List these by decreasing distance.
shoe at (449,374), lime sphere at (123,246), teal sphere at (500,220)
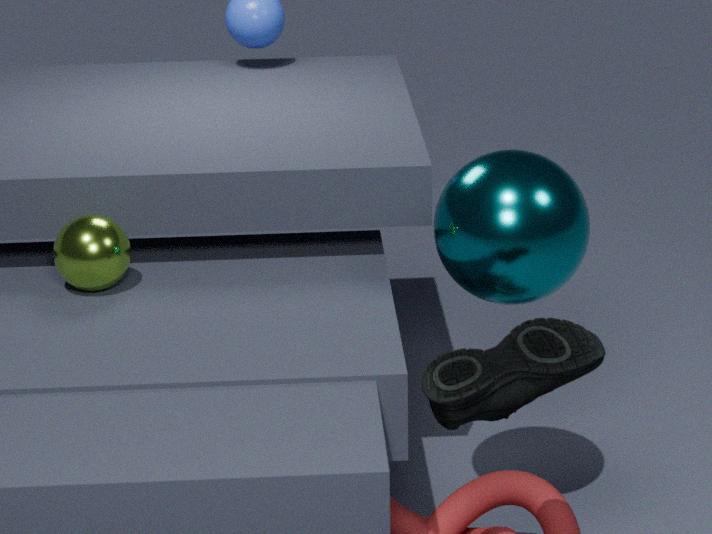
lime sphere at (123,246)
teal sphere at (500,220)
shoe at (449,374)
